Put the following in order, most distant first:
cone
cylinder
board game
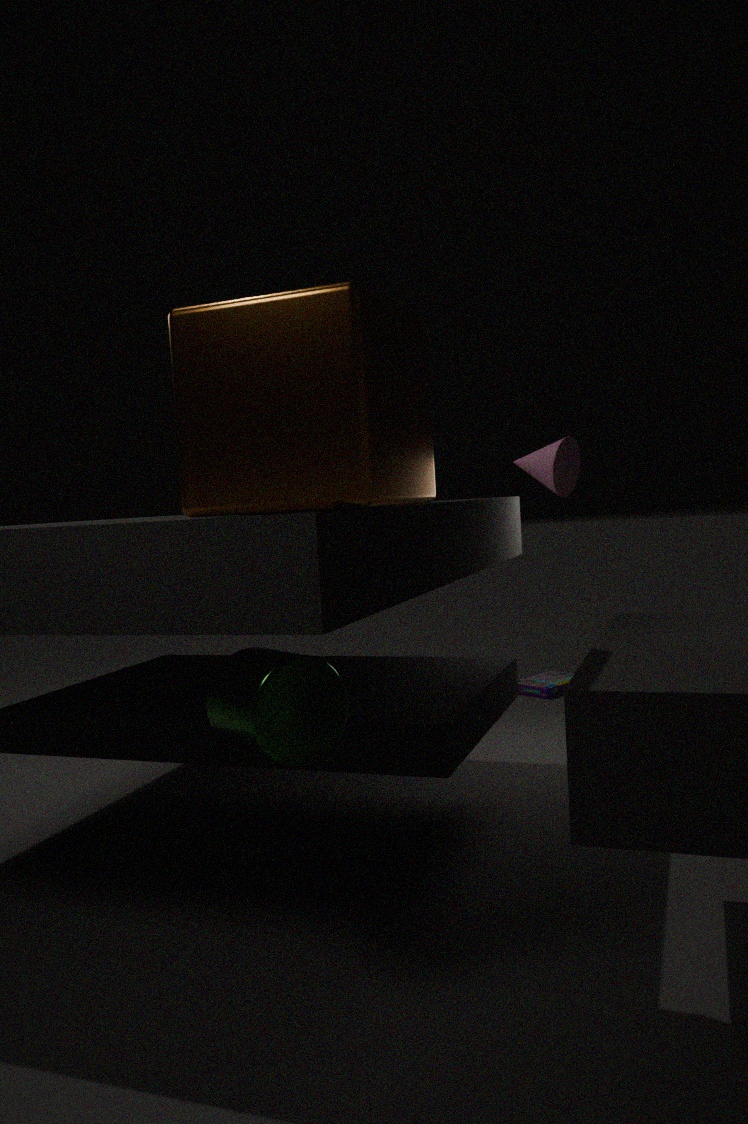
board game → cone → cylinder
